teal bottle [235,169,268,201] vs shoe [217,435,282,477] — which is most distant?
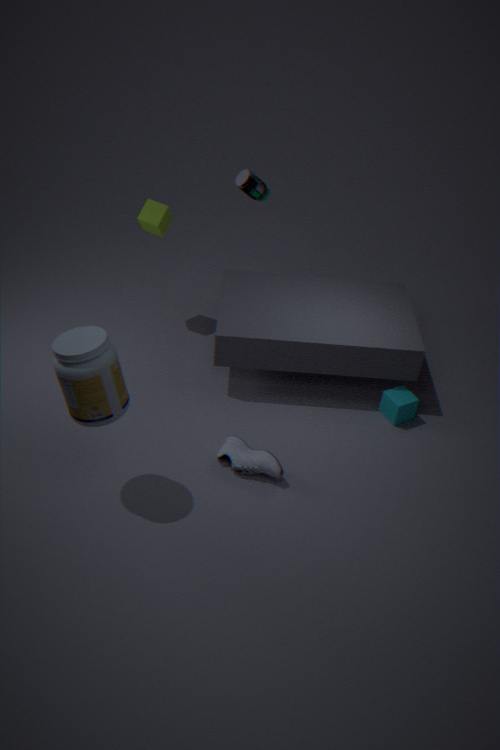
teal bottle [235,169,268,201]
